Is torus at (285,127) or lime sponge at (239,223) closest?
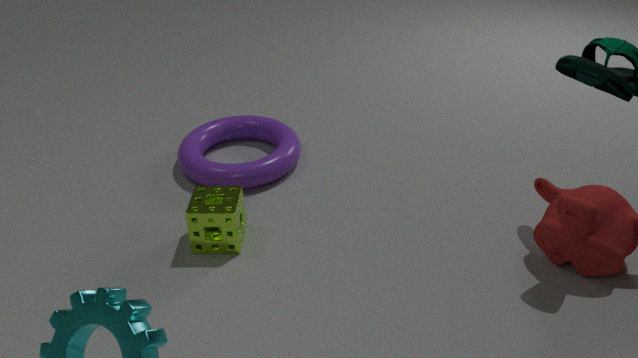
lime sponge at (239,223)
